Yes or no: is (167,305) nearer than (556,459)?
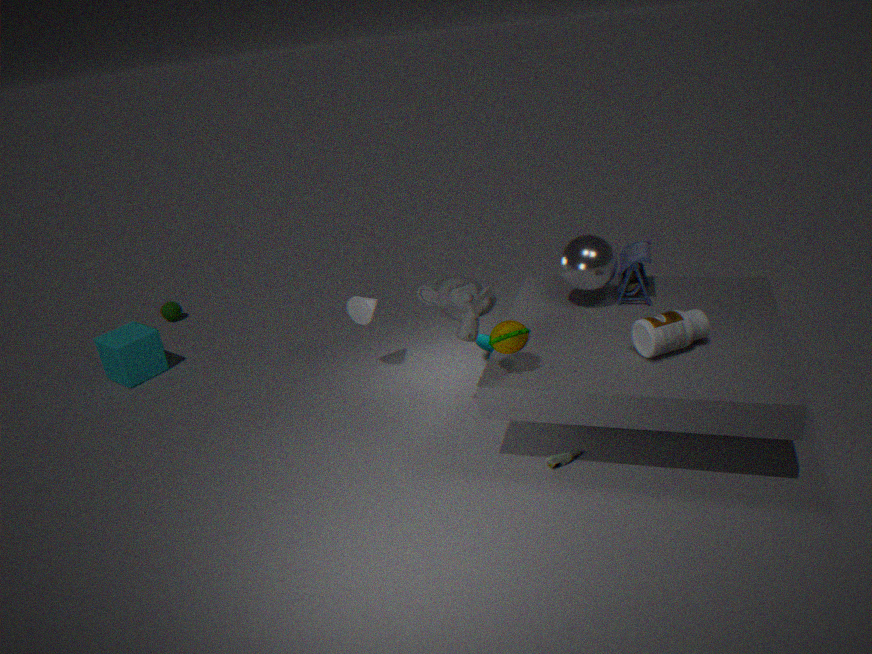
No
